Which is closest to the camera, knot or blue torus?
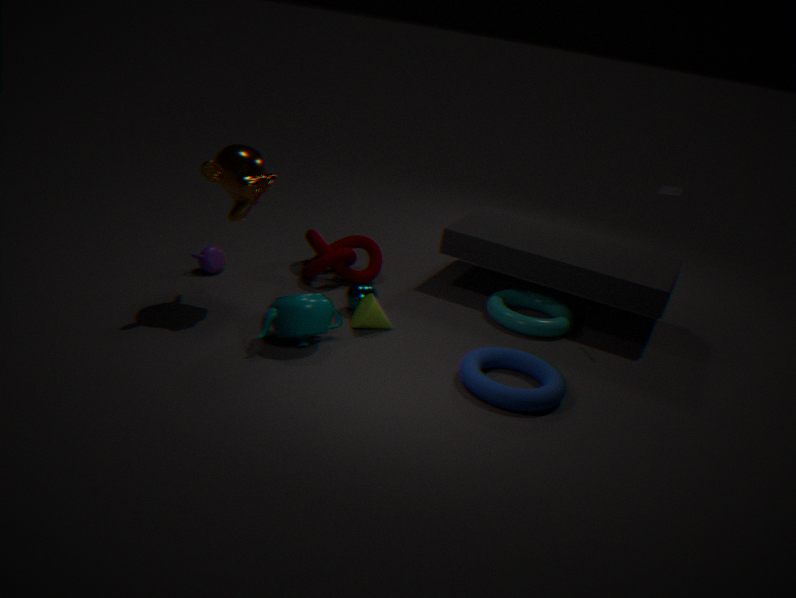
blue torus
